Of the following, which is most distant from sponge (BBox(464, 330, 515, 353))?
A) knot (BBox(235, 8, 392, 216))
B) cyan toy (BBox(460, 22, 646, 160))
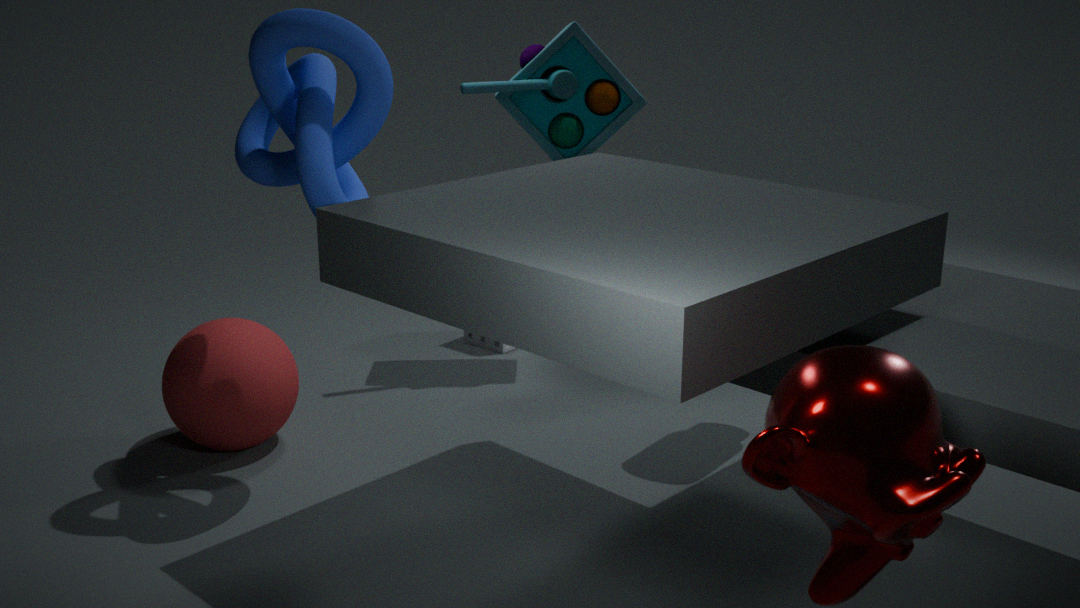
knot (BBox(235, 8, 392, 216))
